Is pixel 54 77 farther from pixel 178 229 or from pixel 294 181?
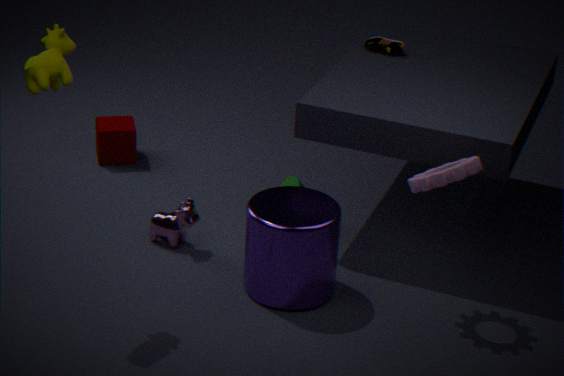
pixel 294 181
